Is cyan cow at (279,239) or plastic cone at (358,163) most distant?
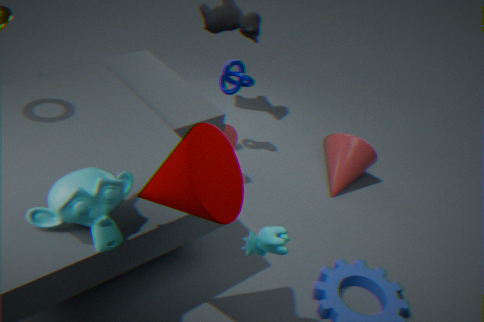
plastic cone at (358,163)
